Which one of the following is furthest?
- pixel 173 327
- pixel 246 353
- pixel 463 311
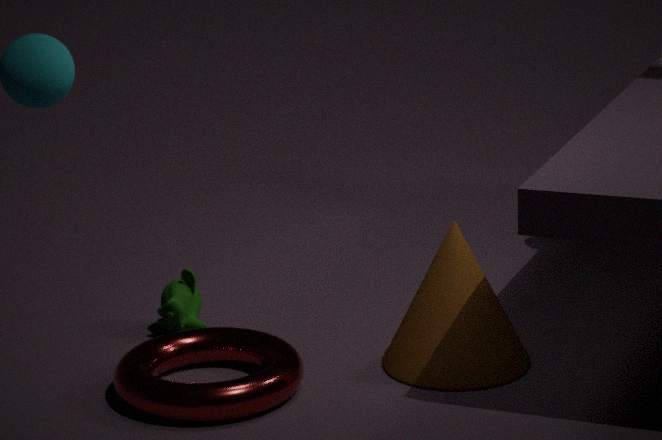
pixel 173 327
